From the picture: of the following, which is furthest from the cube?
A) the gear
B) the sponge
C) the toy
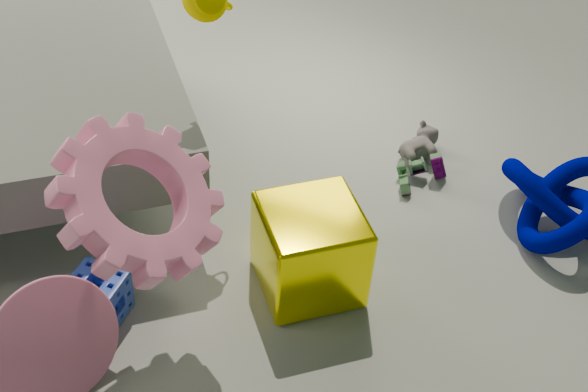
the sponge
